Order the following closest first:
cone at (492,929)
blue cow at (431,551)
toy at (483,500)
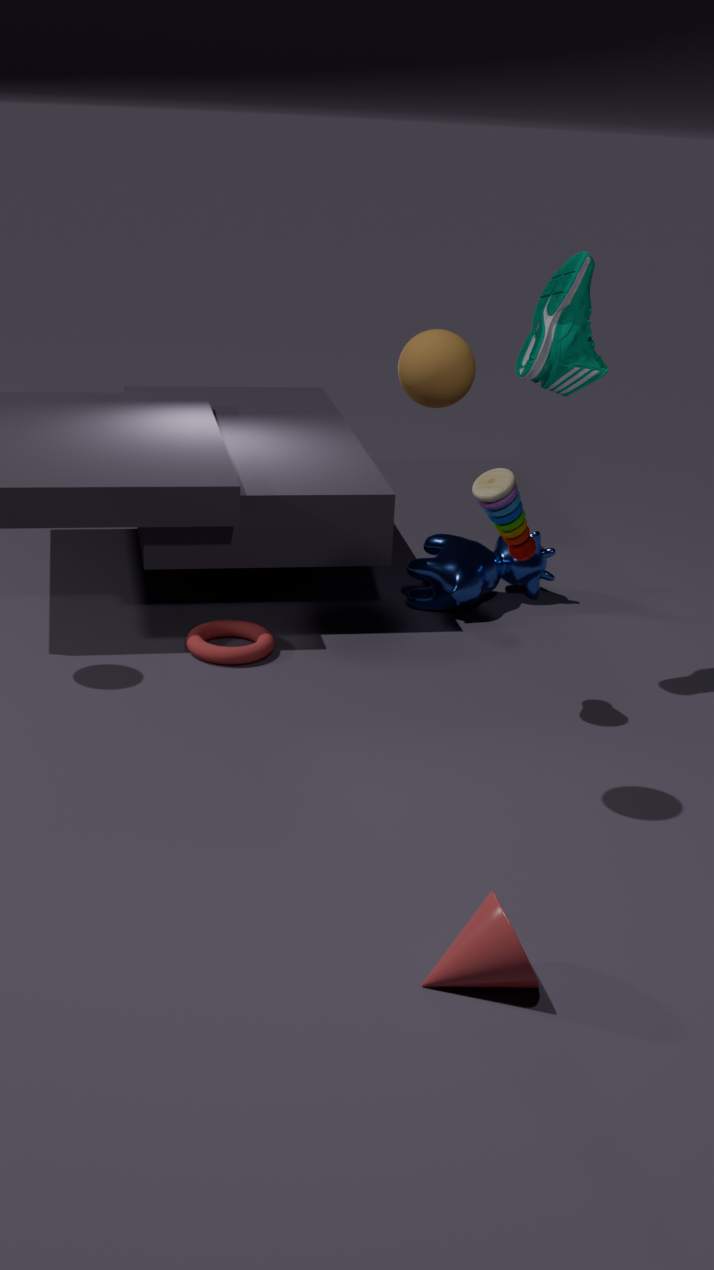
cone at (492,929)
toy at (483,500)
blue cow at (431,551)
